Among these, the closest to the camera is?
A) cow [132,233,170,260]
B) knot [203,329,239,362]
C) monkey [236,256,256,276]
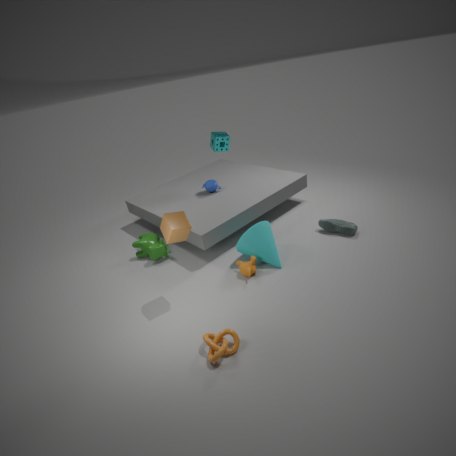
knot [203,329,239,362]
